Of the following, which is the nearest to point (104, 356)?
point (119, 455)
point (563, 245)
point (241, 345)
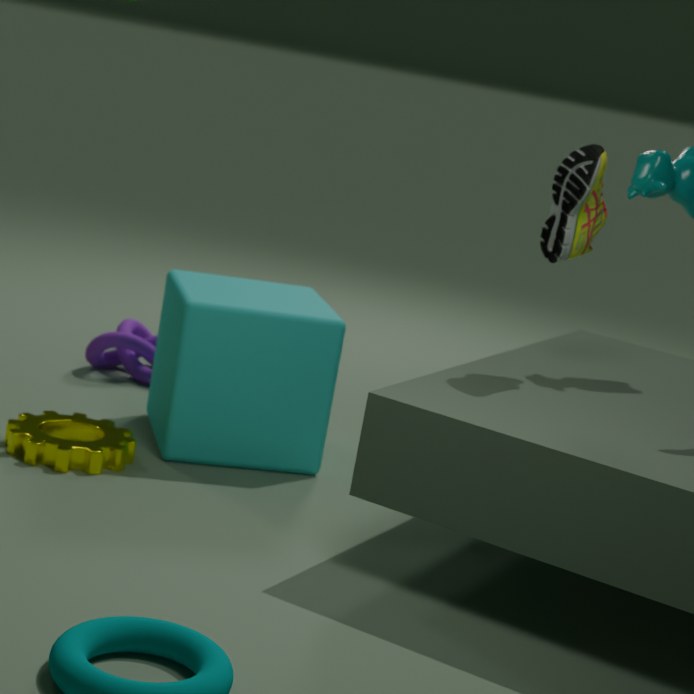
point (241, 345)
